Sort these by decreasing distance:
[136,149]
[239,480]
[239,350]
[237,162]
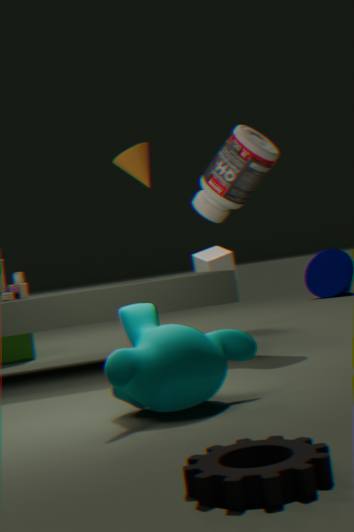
1. [136,149]
2. [237,162]
3. [239,350]
4. [239,480]
